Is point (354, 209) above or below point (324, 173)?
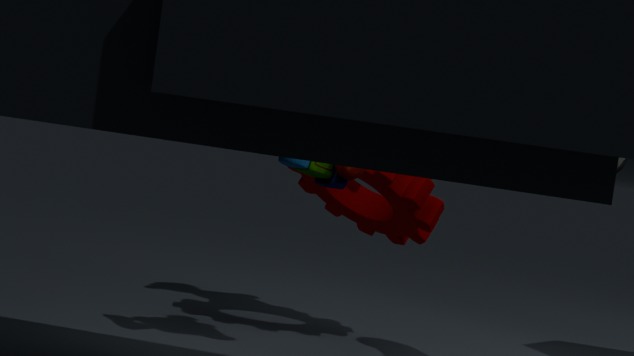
below
